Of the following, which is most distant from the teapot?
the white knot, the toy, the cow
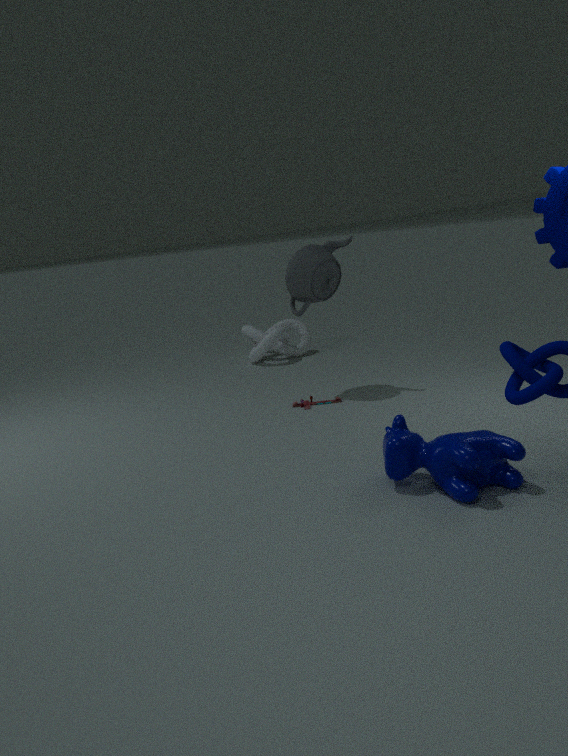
the cow
